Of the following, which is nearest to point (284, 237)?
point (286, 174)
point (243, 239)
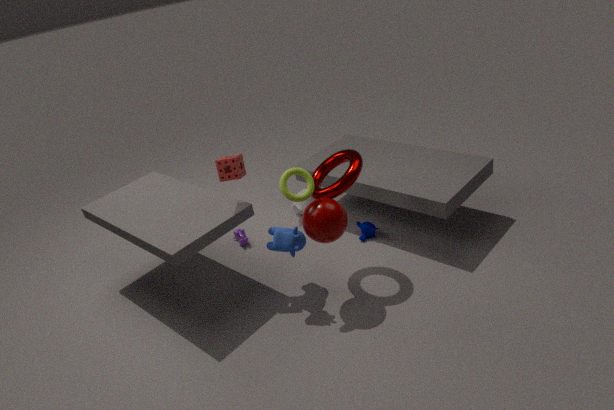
point (286, 174)
